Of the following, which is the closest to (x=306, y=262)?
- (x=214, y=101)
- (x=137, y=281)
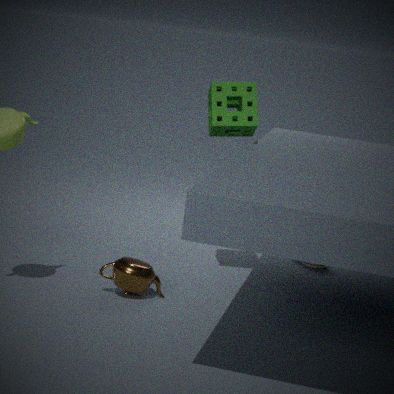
(x=214, y=101)
